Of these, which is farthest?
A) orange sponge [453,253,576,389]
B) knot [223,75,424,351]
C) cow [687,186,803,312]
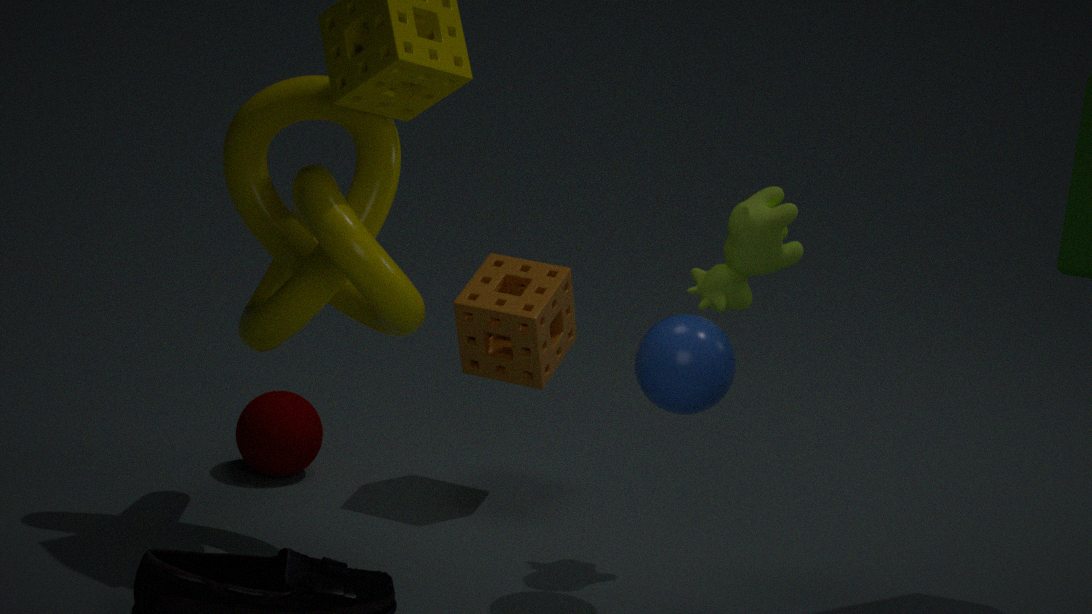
orange sponge [453,253,576,389]
